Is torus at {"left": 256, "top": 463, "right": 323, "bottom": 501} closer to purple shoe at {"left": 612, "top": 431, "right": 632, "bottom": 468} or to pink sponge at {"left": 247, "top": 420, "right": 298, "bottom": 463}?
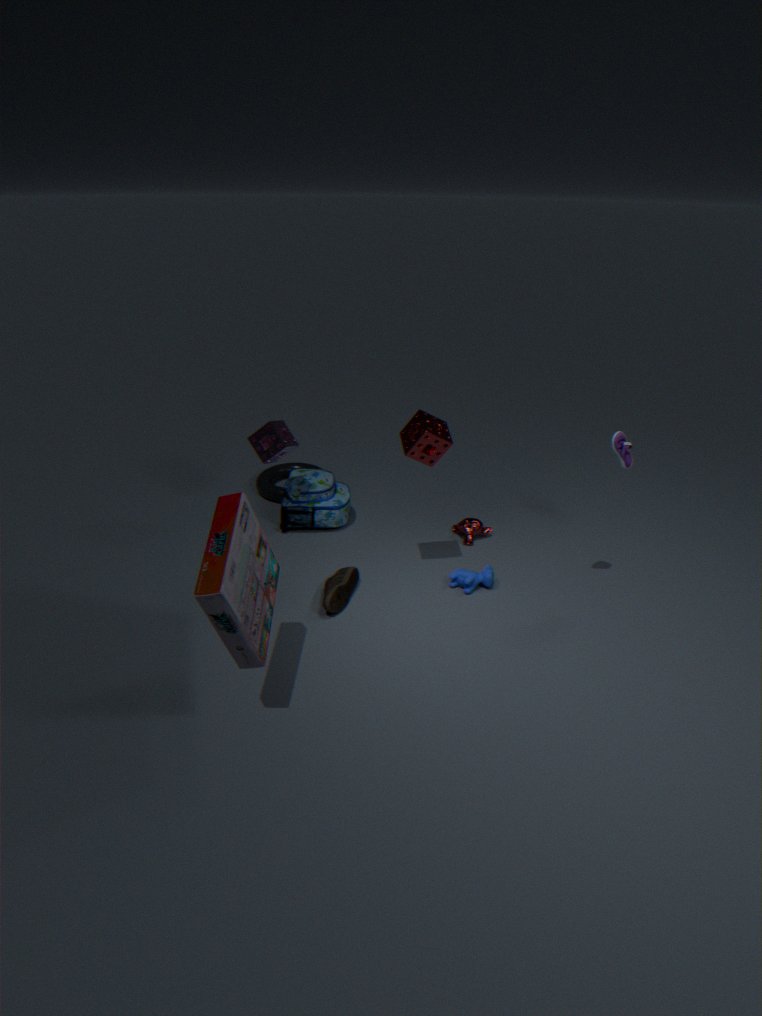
pink sponge at {"left": 247, "top": 420, "right": 298, "bottom": 463}
